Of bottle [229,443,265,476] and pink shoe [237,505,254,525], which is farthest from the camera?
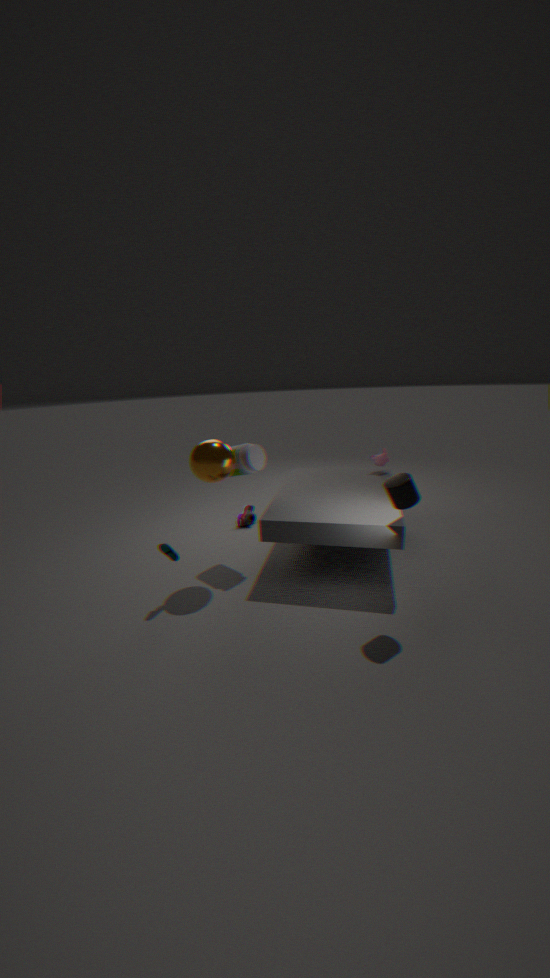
pink shoe [237,505,254,525]
